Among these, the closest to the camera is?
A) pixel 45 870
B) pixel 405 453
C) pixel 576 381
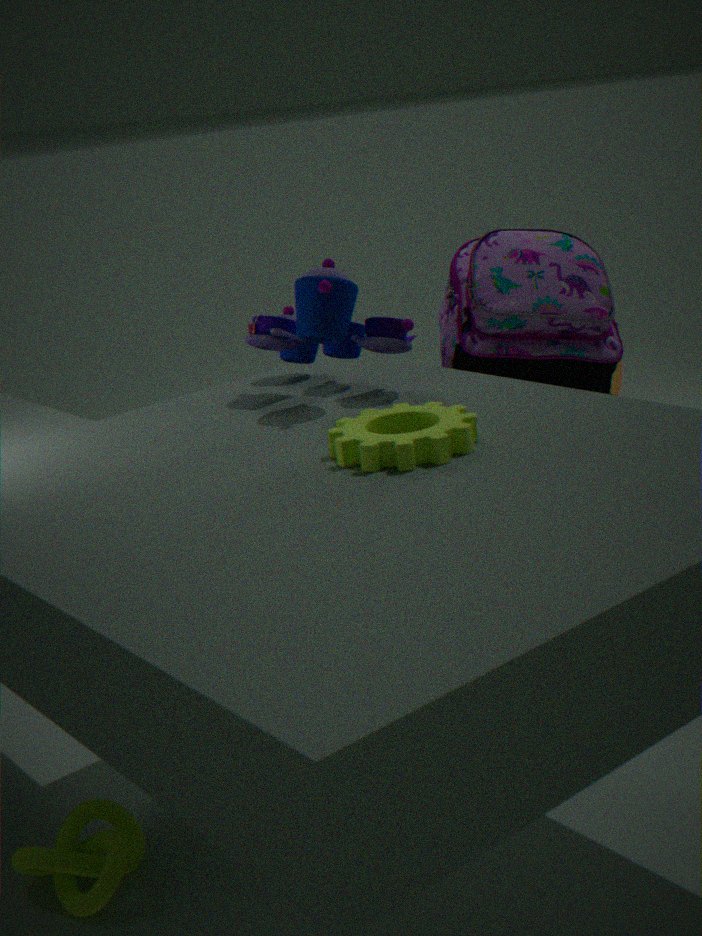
pixel 405 453
